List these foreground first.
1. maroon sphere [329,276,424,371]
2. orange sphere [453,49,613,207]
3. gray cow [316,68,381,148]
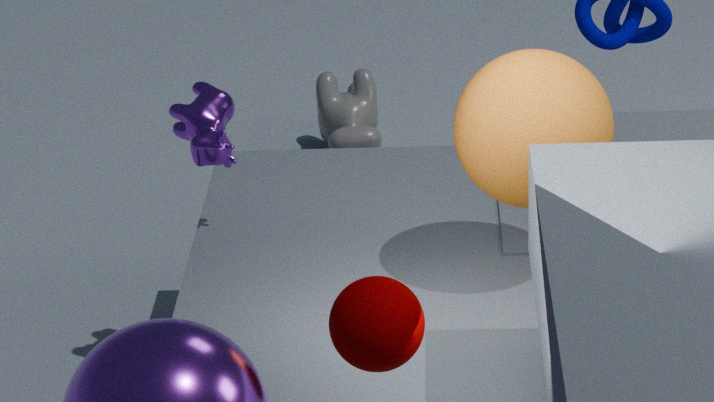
maroon sphere [329,276,424,371], orange sphere [453,49,613,207], gray cow [316,68,381,148]
